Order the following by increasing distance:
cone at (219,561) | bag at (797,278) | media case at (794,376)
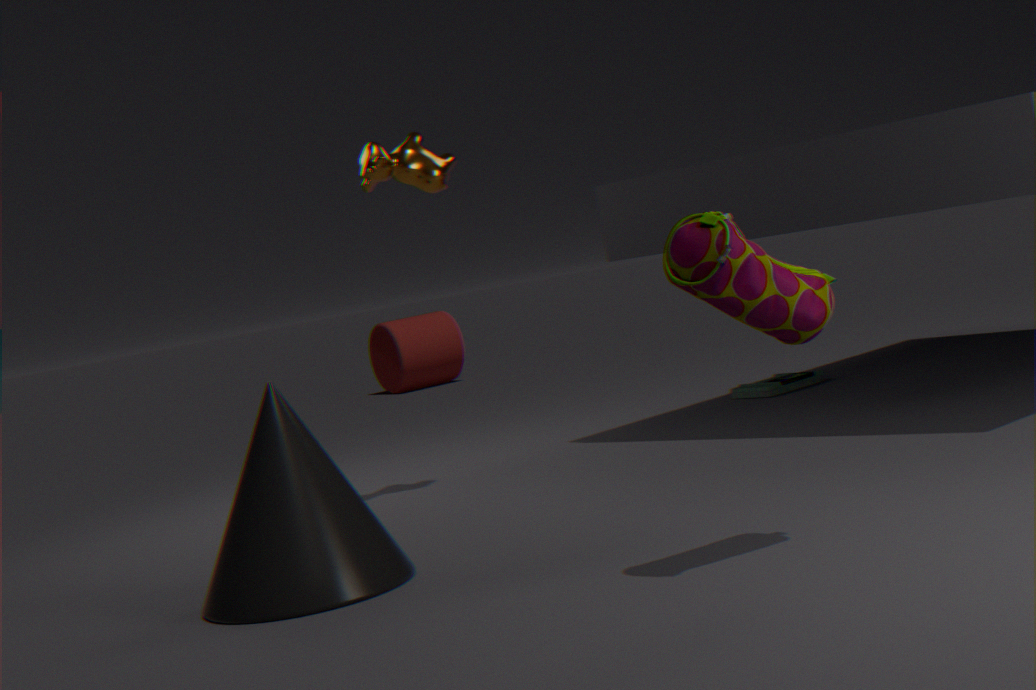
bag at (797,278)
cone at (219,561)
media case at (794,376)
